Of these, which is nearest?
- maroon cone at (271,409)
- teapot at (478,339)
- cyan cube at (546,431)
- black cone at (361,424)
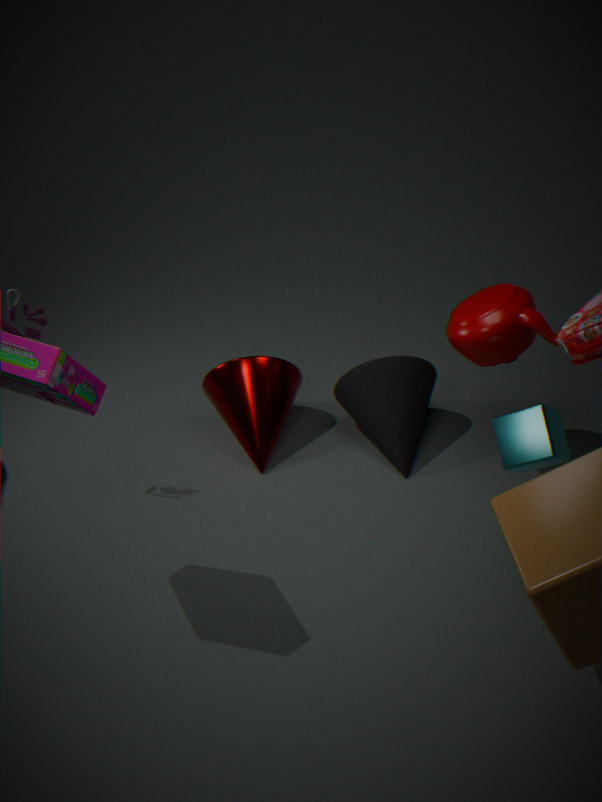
cyan cube at (546,431)
